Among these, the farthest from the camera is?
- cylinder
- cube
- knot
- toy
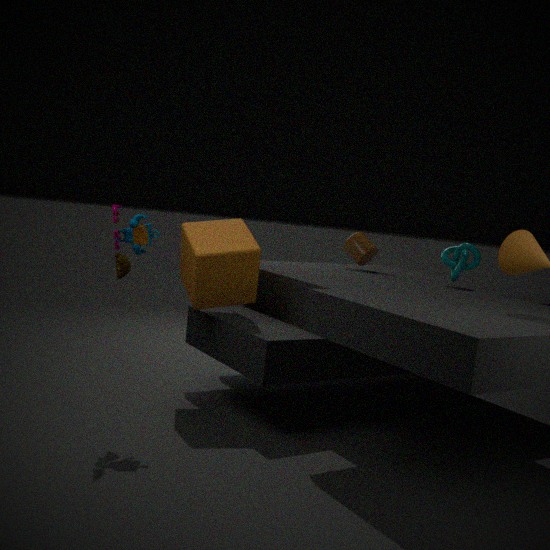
cylinder
